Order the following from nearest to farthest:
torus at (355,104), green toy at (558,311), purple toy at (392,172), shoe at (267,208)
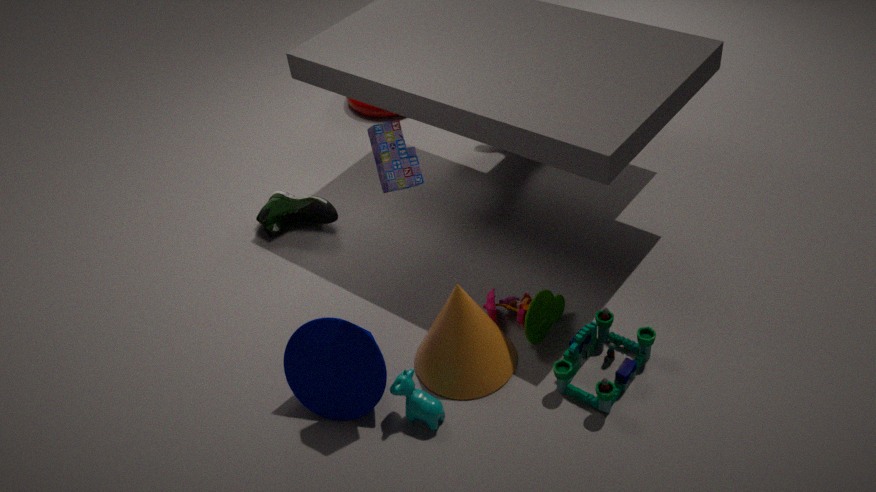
purple toy at (392,172)
green toy at (558,311)
shoe at (267,208)
torus at (355,104)
